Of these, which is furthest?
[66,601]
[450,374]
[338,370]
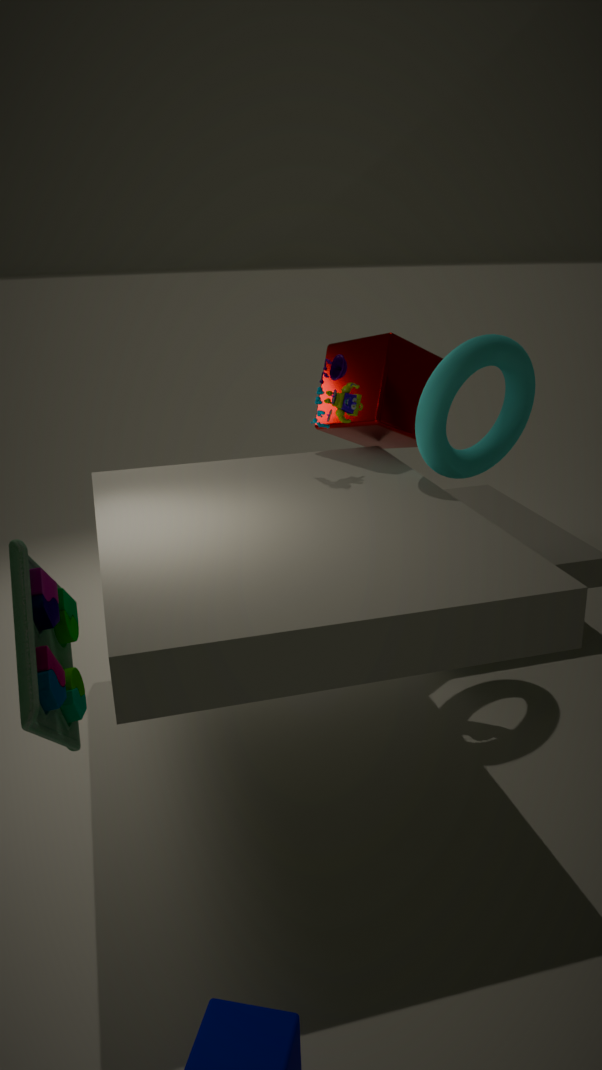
[338,370]
